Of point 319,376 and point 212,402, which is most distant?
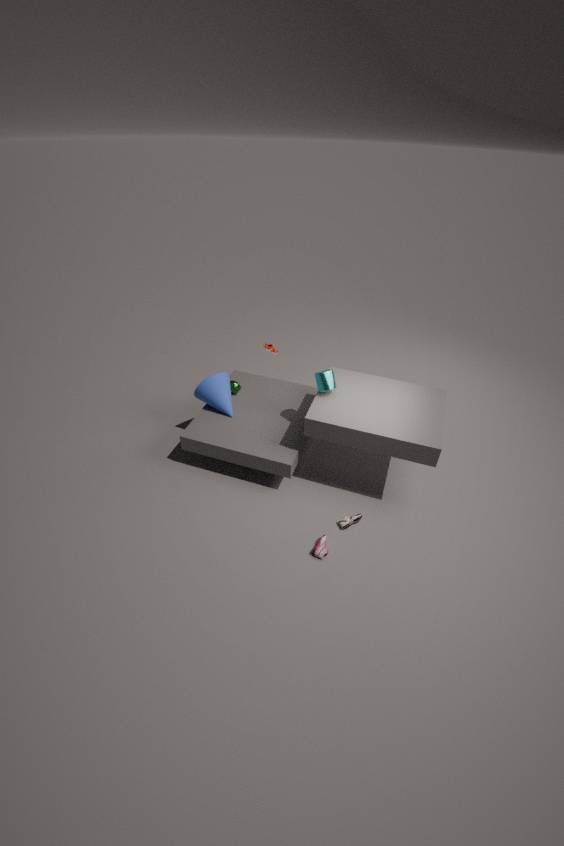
point 212,402
